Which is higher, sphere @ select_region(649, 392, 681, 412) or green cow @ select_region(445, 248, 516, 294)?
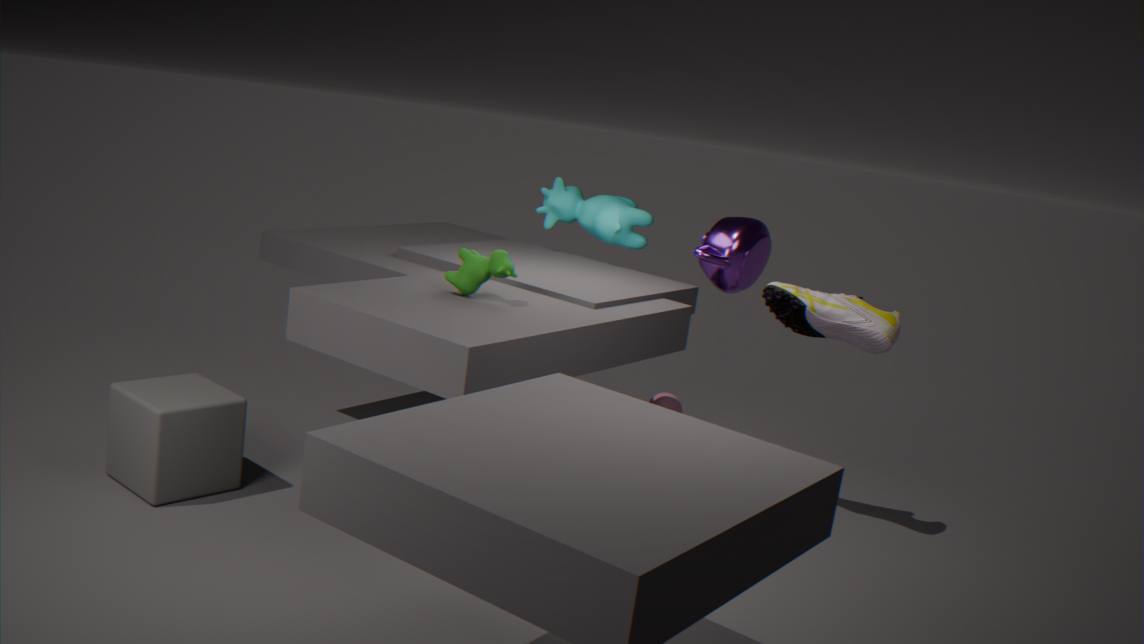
green cow @ select_region(445, 248, 516, 294)
